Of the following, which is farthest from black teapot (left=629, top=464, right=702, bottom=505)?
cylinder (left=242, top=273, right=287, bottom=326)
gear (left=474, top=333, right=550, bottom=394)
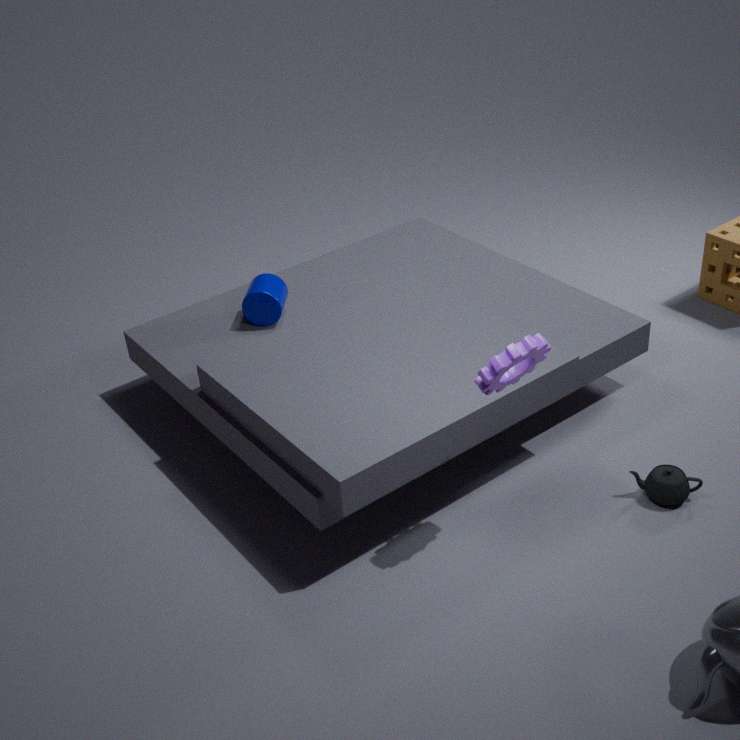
cylinder (left=242, top=273, right=287, bottom=326)
